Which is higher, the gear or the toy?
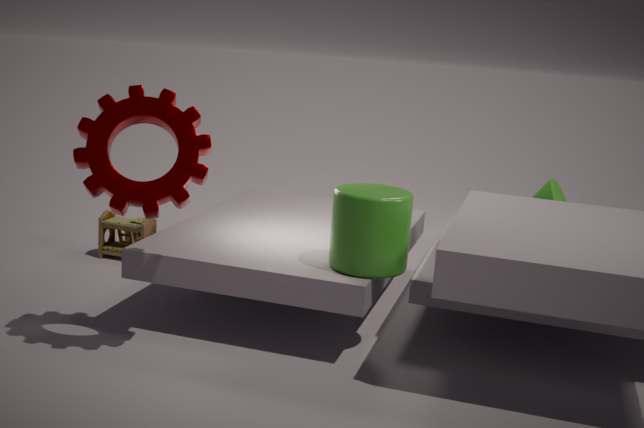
the gear
